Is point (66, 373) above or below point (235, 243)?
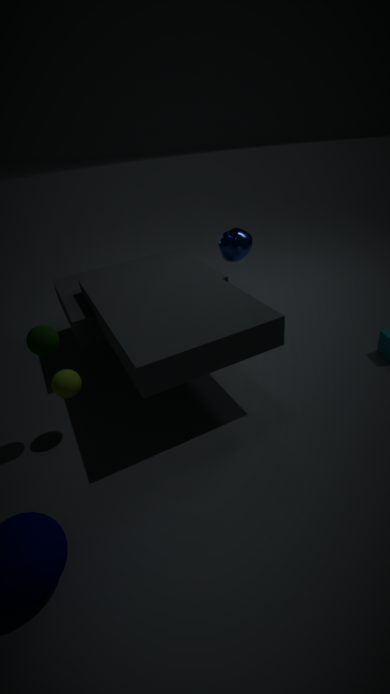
below
